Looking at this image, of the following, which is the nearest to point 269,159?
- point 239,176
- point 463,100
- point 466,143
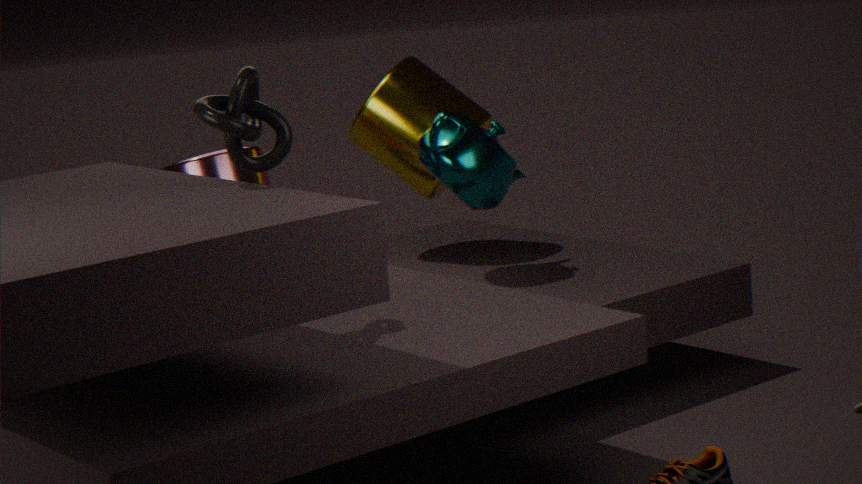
point 239,176
